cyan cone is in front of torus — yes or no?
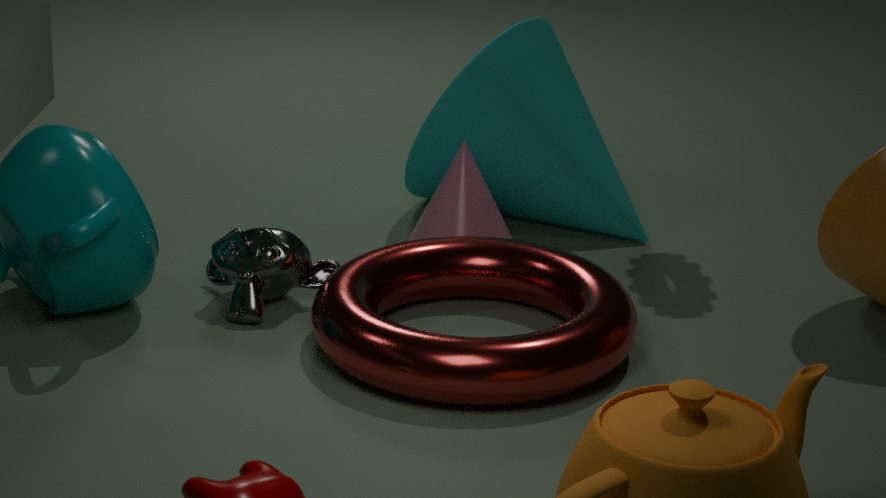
No
